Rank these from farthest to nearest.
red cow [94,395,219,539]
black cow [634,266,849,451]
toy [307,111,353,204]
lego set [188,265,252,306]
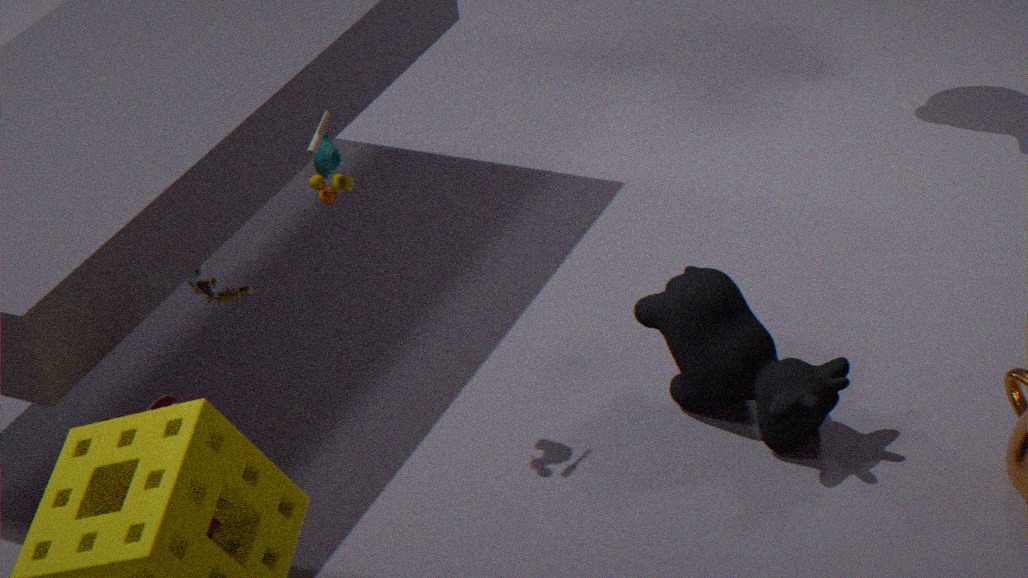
lego set [188,265,252,306] < black cow [634,266,849,451] < toy [307,111,353,204] < red cow [94,395,219,539]
